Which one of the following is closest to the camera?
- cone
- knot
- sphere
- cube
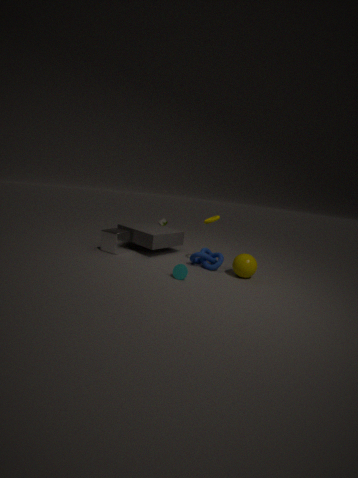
cone
